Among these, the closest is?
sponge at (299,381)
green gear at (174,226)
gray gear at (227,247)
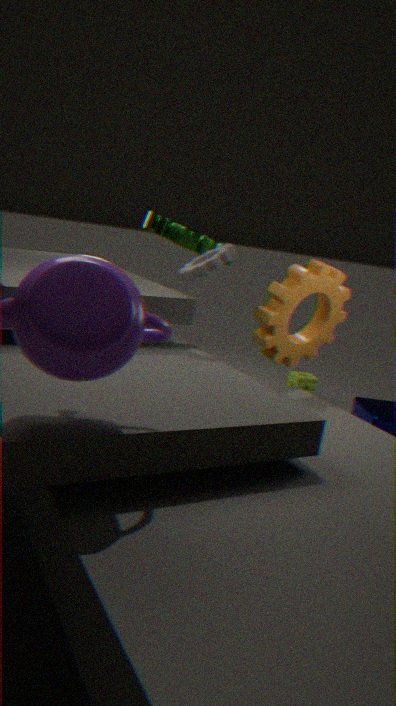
gray gear at (227,247)
